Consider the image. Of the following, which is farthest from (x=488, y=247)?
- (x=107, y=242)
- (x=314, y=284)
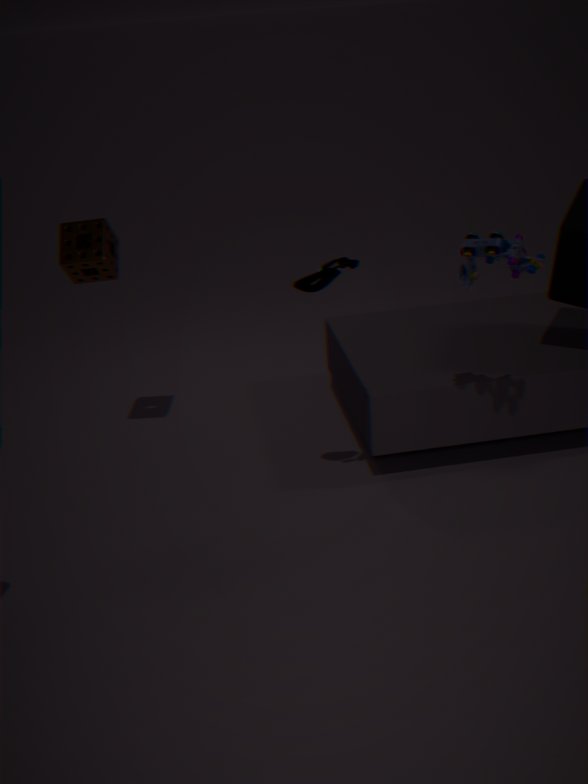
(x=107, y=242)
